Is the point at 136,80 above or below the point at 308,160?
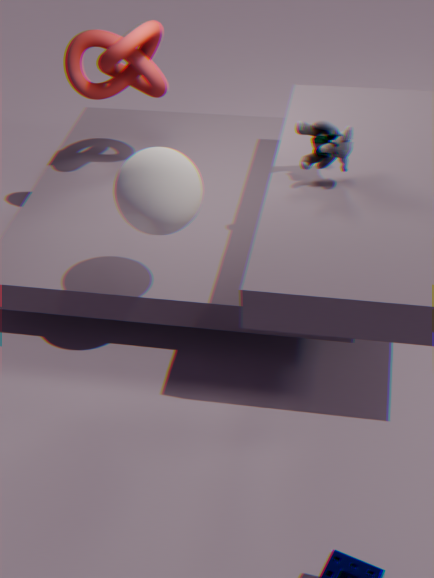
above
